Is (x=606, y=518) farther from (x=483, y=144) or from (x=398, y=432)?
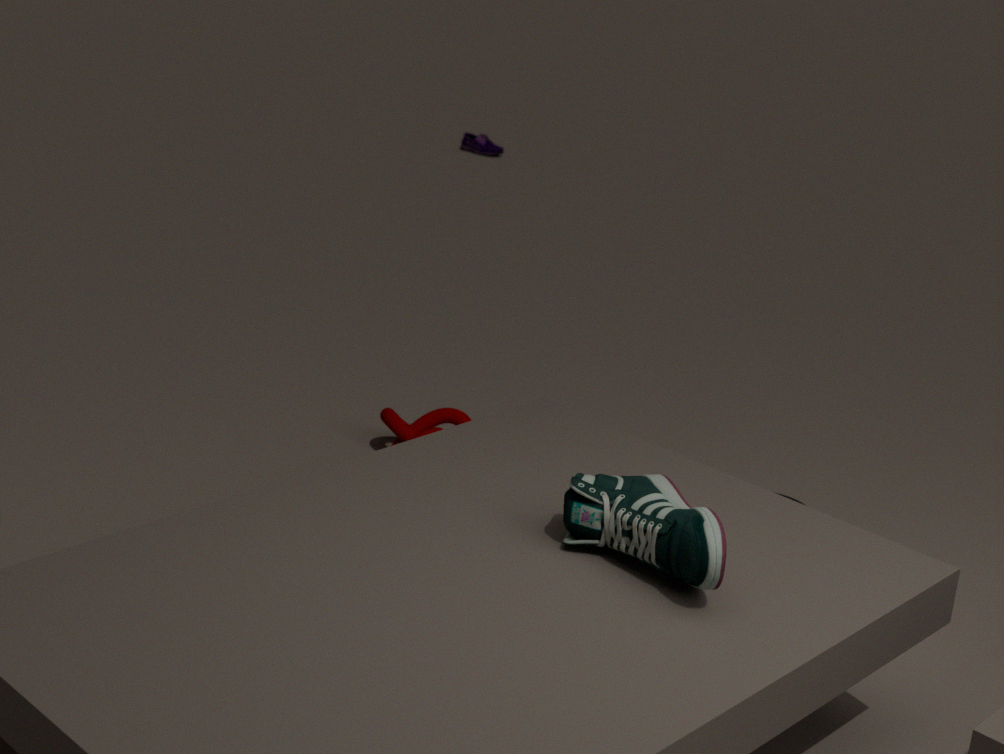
(x=483, y=144)
